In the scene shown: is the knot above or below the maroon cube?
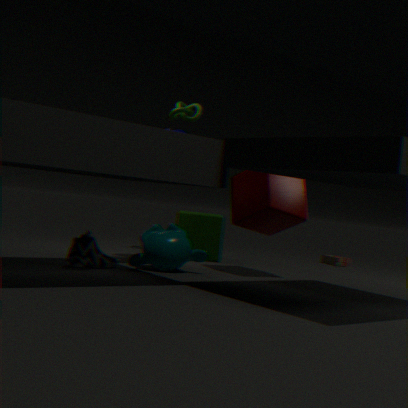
above
